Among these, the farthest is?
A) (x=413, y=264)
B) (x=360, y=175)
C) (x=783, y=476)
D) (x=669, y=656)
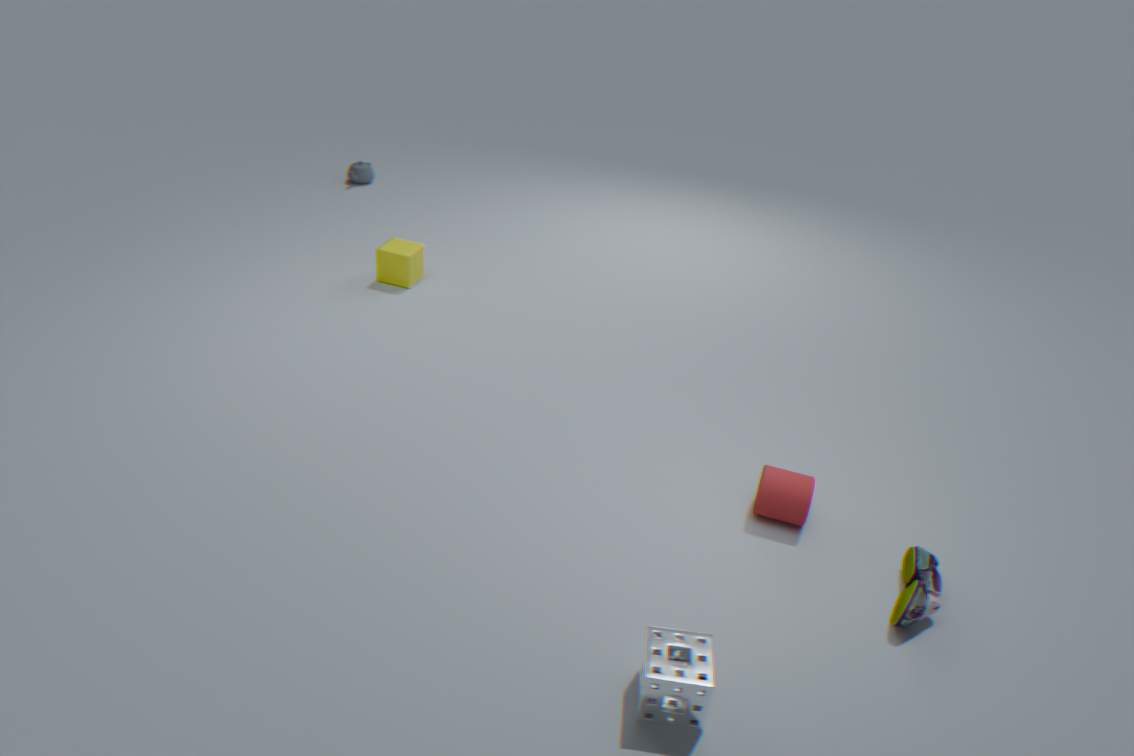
(x=360, y=175)
